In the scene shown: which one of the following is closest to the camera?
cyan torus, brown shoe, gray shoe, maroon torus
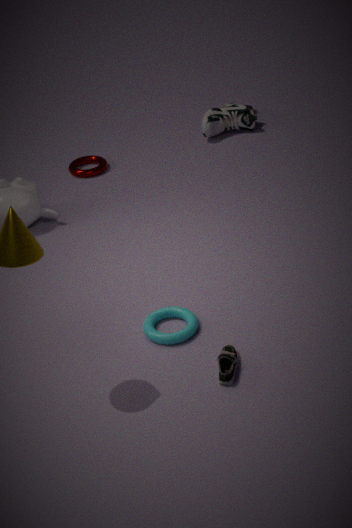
brown shoe
